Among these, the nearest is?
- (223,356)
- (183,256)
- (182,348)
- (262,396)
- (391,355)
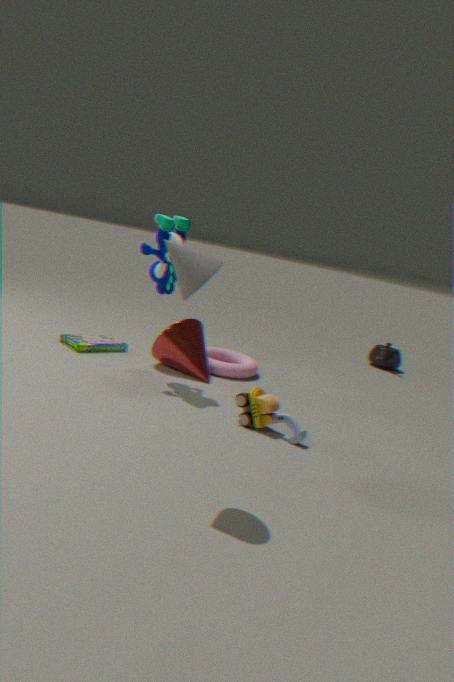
(183,256)
